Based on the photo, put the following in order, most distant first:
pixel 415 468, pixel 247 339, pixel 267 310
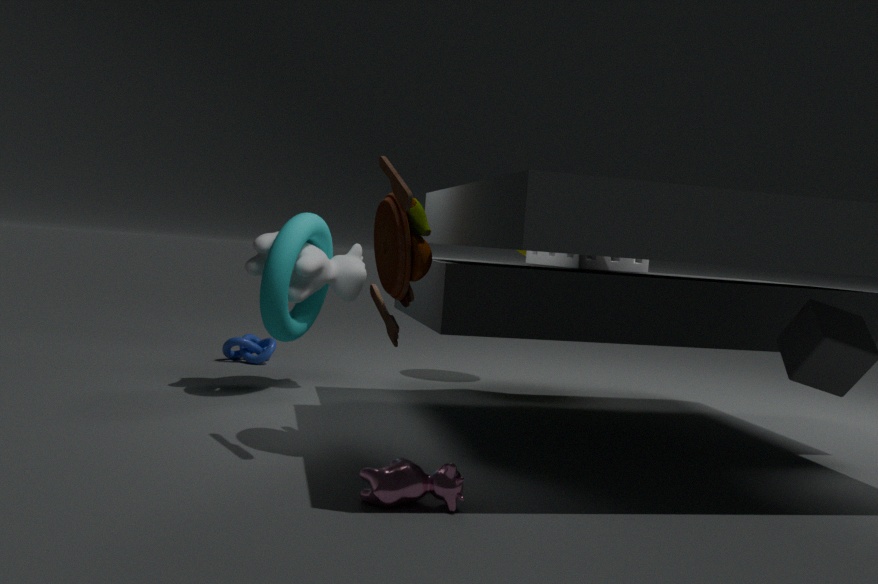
pixel 247 339 < pixel 267 310 < pixel 415 468
